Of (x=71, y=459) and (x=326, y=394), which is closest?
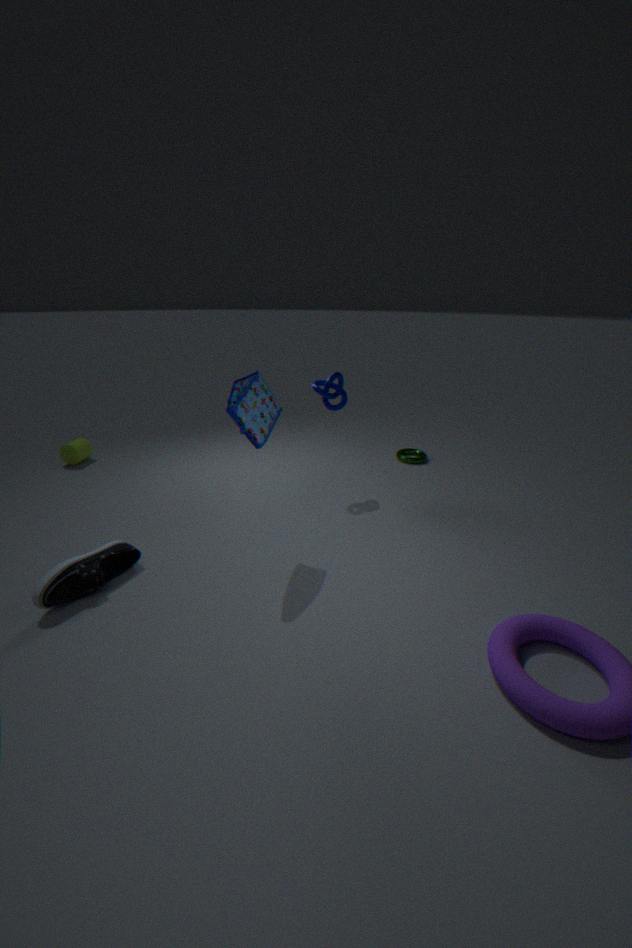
(x=326, y=394)
